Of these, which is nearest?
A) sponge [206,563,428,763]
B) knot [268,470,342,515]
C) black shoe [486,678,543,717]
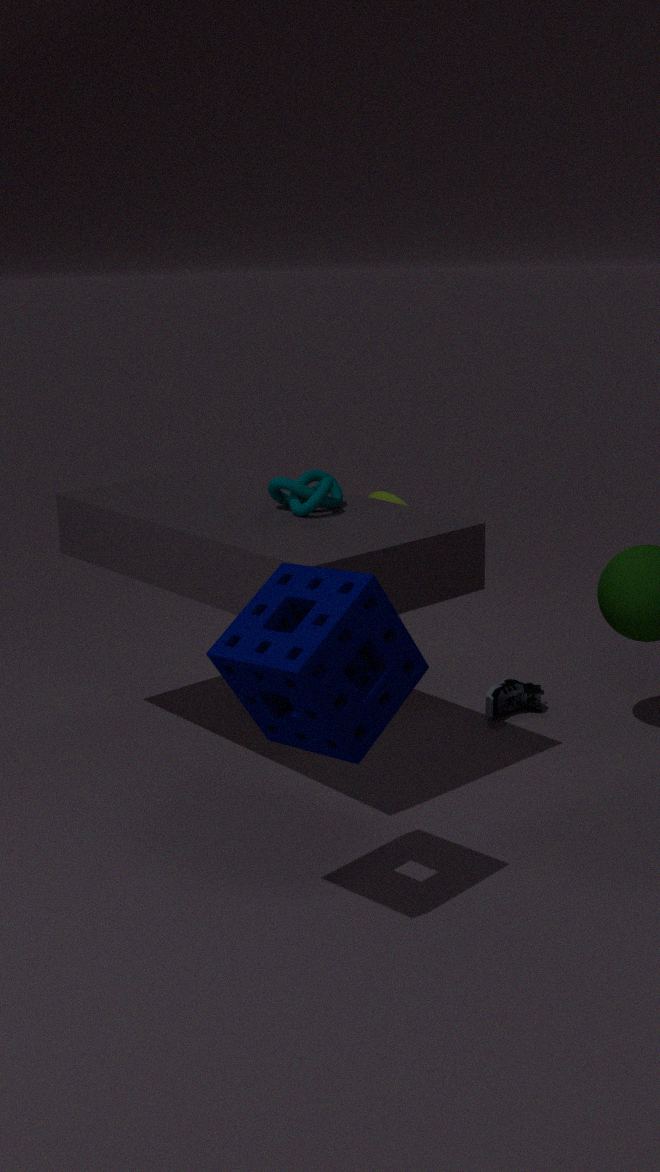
A. sponge [206,563,428,763]
